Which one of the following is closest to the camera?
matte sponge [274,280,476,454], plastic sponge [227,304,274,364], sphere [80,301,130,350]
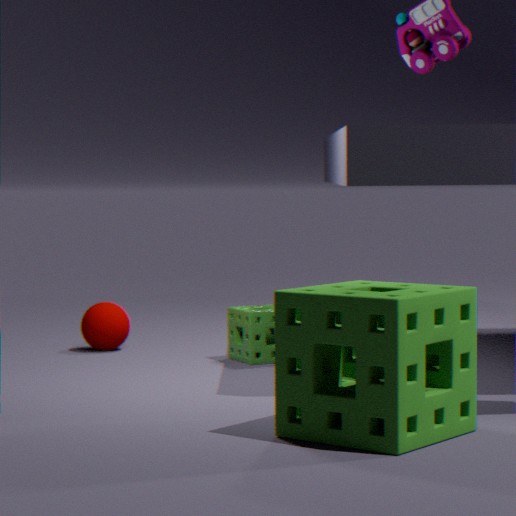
matte sponge [274,280,476,454]
